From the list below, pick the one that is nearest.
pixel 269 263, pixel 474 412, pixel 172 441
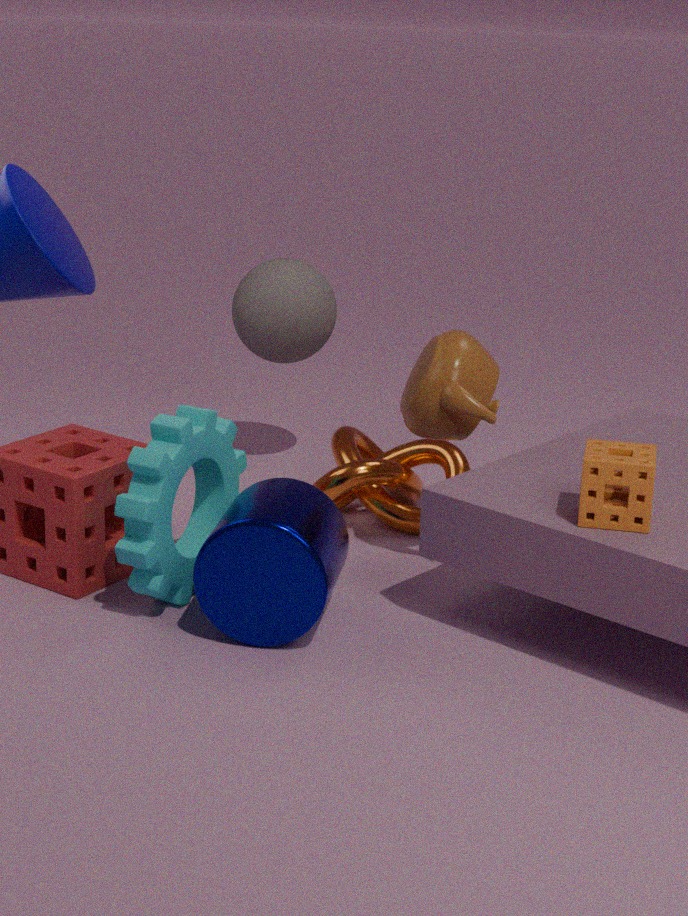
pixel 172 441
